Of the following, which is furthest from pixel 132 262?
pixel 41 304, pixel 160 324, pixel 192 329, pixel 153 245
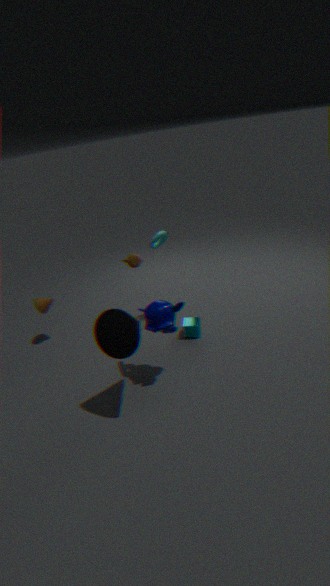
pixel 41 304
